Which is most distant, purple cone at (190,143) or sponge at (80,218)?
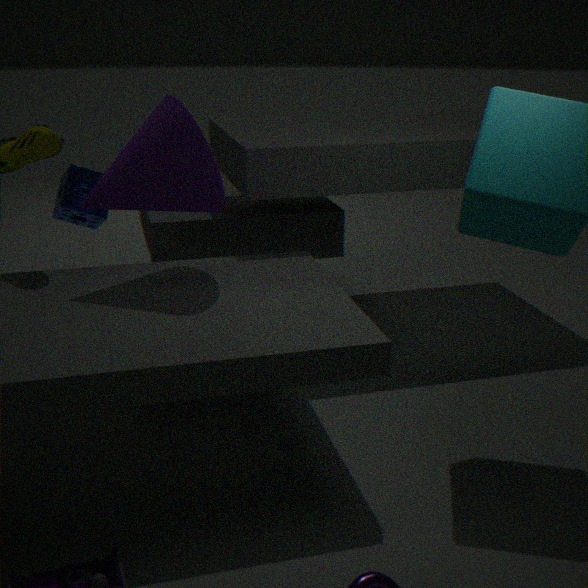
sponge at (80,218)
